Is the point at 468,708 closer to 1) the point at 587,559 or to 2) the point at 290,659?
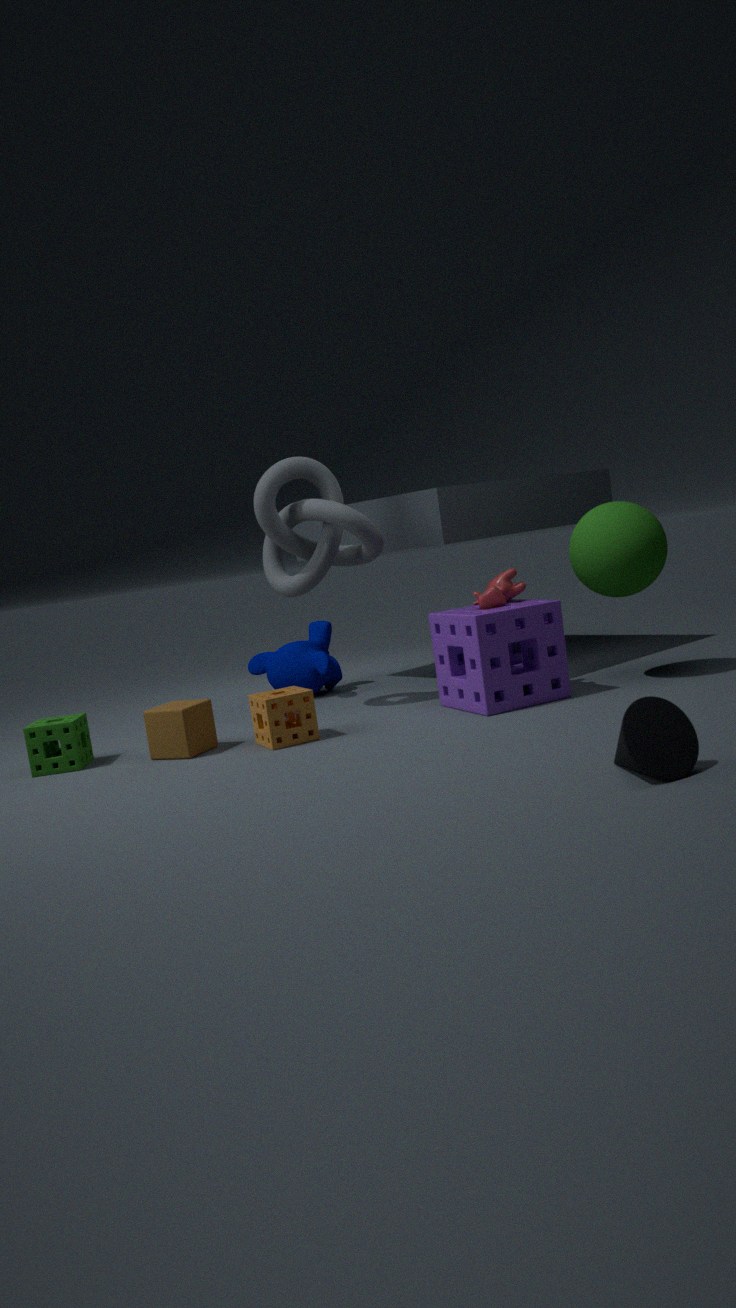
1) the point at 587,559
